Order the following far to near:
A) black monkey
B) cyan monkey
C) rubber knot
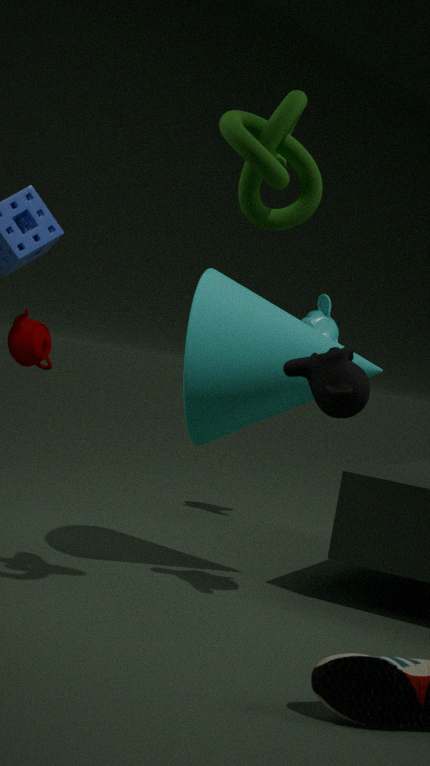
cyan monkey, black monkey, rubber knot
